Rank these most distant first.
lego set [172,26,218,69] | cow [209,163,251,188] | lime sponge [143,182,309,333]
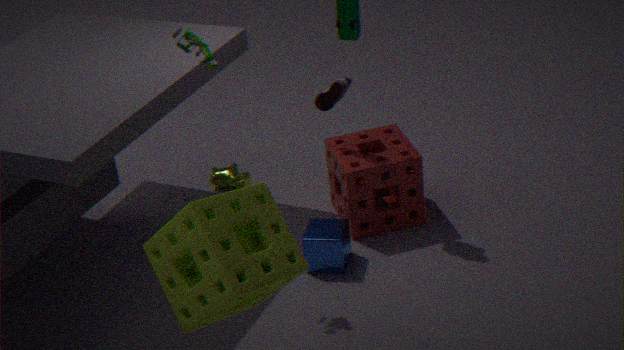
1. cow [209,163,251,188]
2. lego set [172,26,218,69]
3. lime sponge [143,182,309,333]
